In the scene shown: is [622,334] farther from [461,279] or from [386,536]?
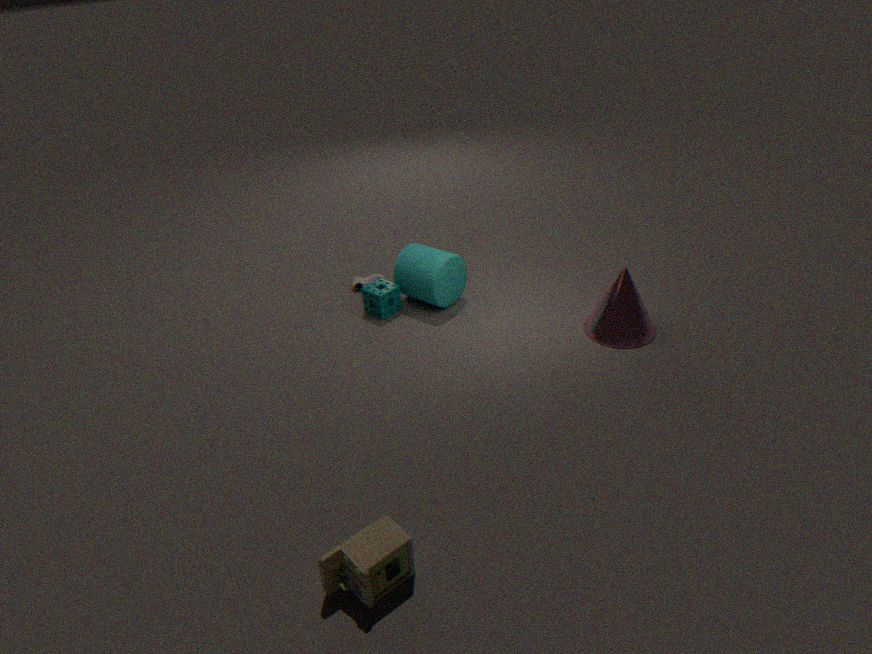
[386,536]
